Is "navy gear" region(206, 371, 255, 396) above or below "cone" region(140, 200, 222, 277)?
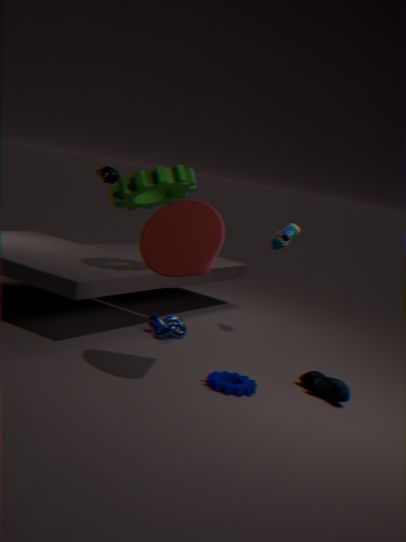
below
